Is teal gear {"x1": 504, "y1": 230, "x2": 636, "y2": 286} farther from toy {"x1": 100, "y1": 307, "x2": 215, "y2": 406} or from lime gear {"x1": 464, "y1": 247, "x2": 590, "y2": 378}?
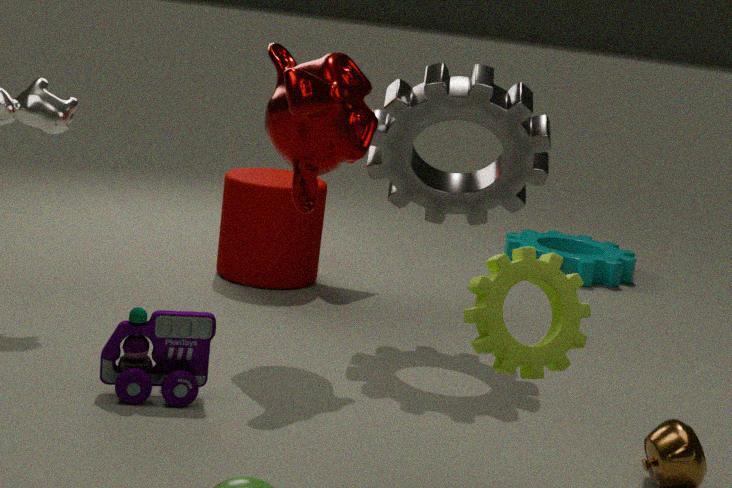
lime gear {"x1": 464, "y1": 247, "x2": 590, "y2": 378}
